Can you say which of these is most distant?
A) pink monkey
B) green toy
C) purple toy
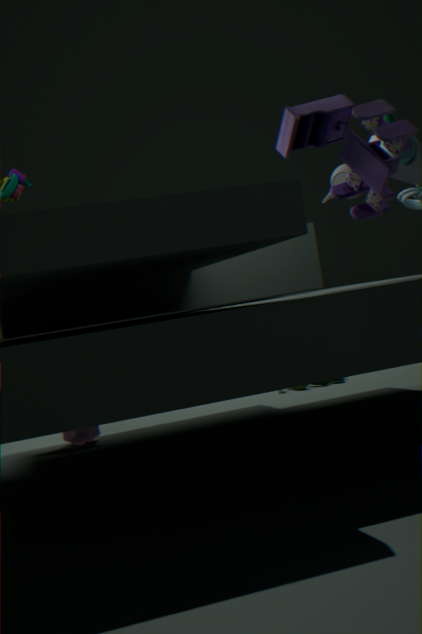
green toy
